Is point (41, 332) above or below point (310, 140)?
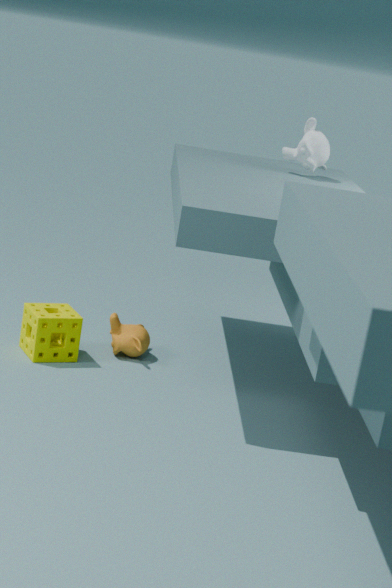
below
